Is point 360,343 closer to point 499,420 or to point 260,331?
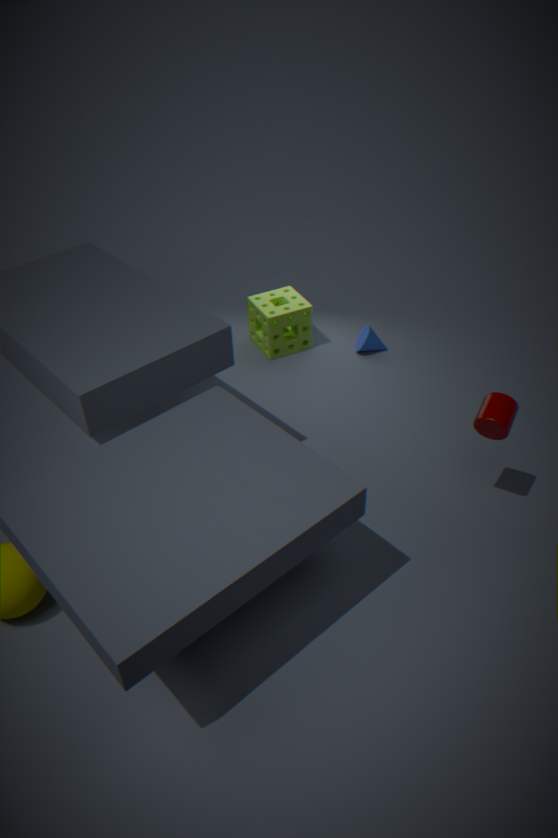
point 260,331
